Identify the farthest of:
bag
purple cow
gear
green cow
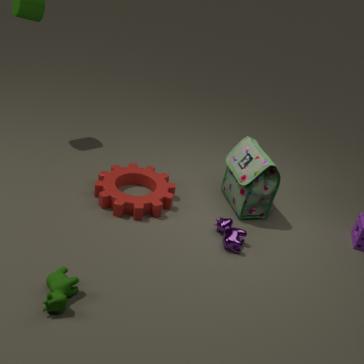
bag
